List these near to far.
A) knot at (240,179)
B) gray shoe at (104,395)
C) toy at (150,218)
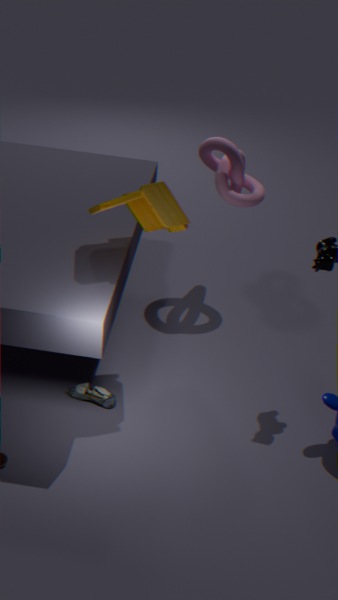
toy at (150,218) < gray shoe at (104,395) < knot at (240,179)
